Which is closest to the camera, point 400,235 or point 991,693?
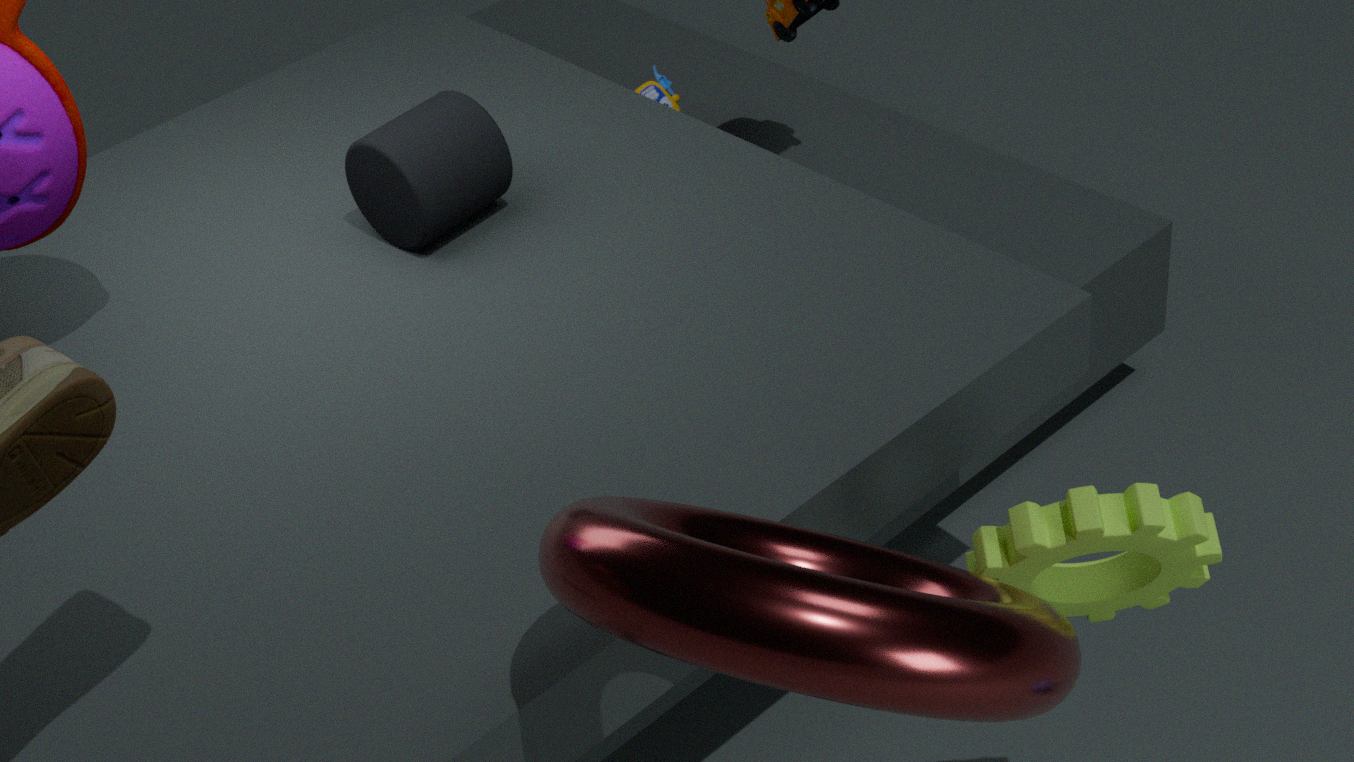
point 991,693
